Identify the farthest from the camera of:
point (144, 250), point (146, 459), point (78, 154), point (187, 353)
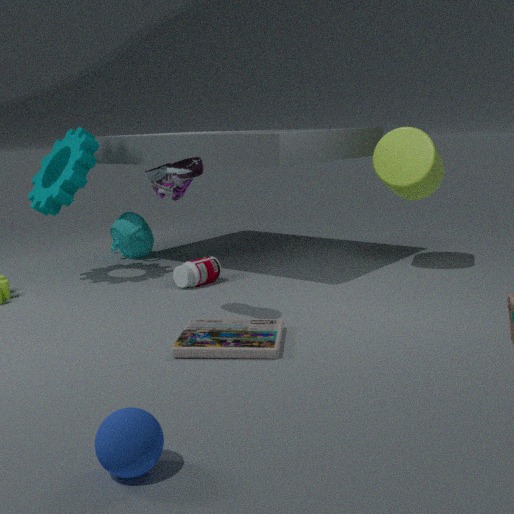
point (144, 250)
